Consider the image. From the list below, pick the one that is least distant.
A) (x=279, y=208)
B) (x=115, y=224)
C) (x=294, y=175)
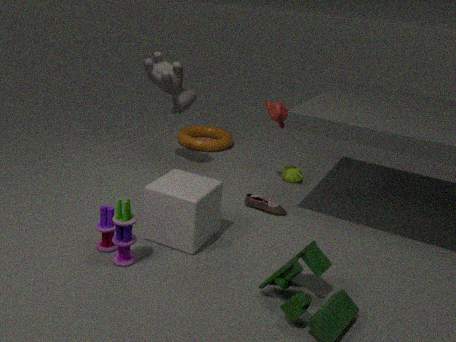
(x=115, y=224)
